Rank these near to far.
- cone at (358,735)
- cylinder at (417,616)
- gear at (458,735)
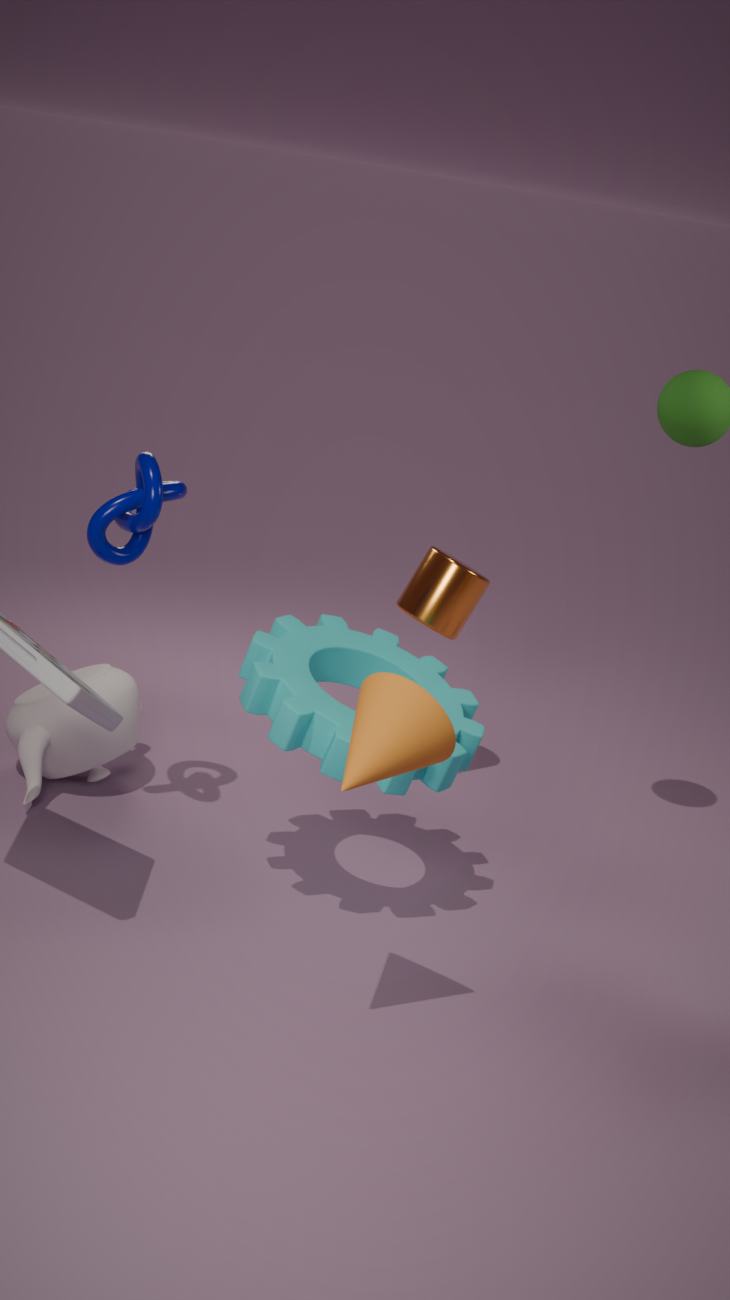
1. cone at (358,735)
2. gear at (458,735)
3. cylinder at (417,616)
